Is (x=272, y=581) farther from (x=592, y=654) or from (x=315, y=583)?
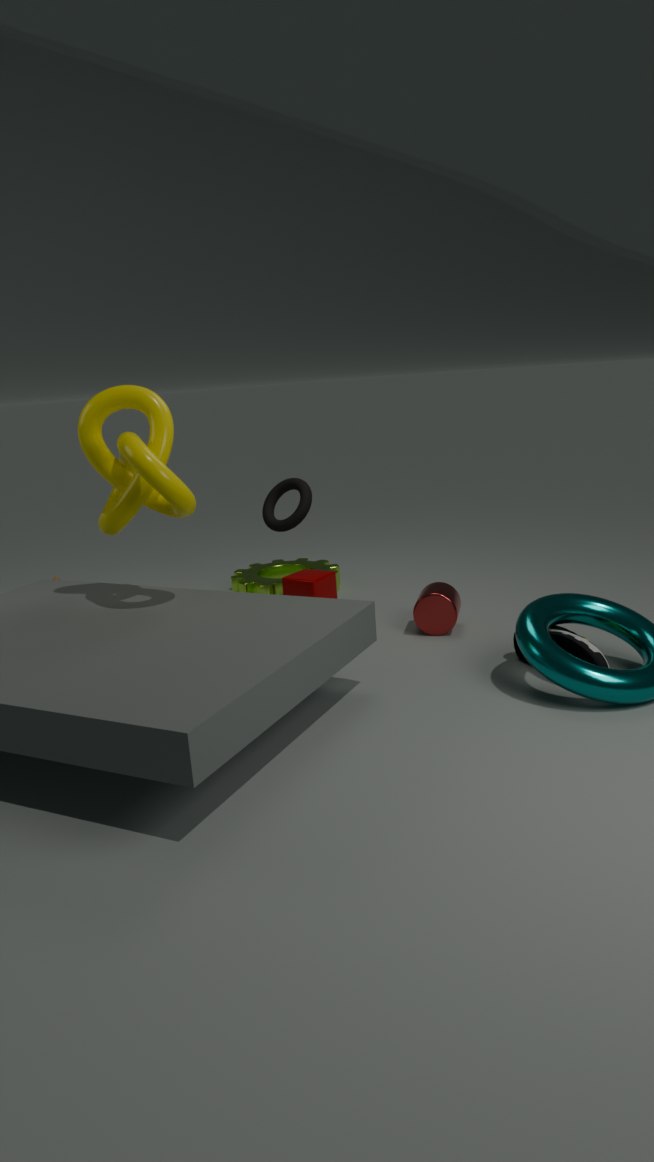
(x=592, y=654)
